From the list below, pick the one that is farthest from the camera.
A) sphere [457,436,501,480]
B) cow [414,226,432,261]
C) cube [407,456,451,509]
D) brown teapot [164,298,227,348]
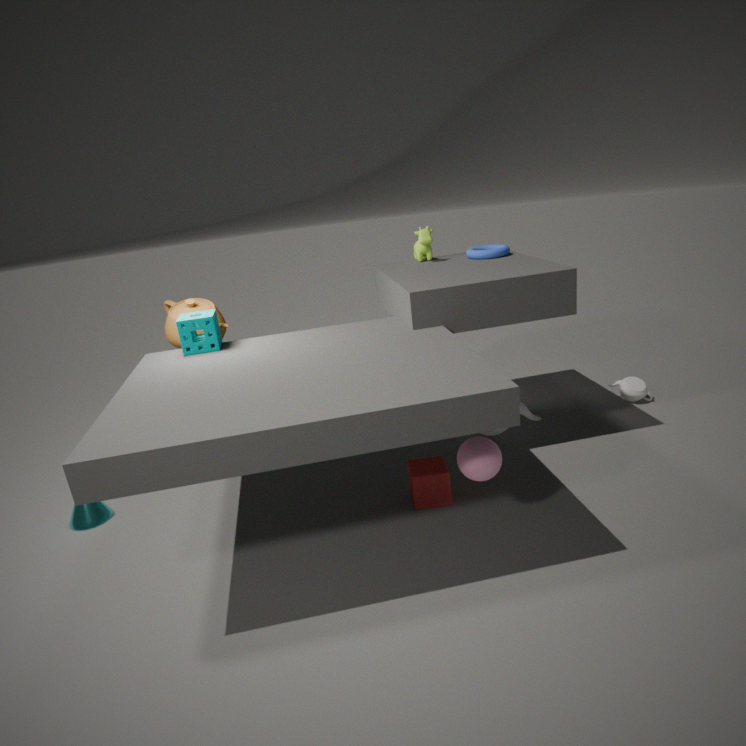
cow [414,226,432,261]
